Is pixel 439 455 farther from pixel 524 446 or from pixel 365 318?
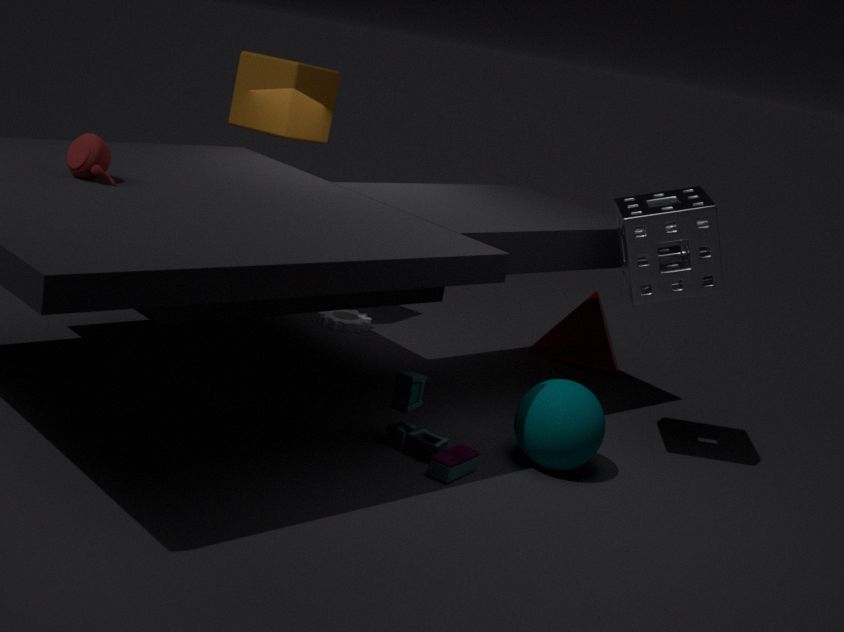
pixel 365 318
